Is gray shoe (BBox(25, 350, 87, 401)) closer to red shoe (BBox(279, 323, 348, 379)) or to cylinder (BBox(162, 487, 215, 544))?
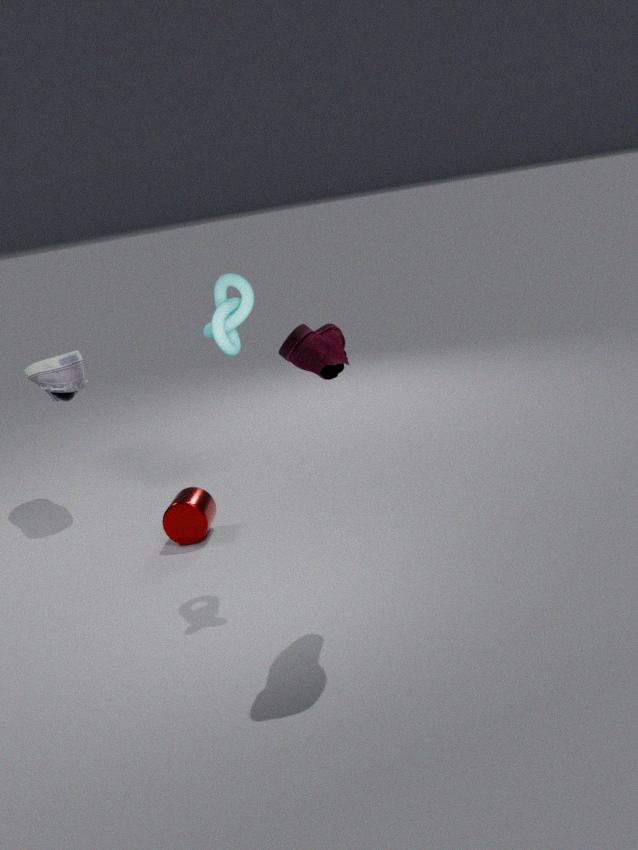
cylinder (BBox(162, 487, 215, 544))
